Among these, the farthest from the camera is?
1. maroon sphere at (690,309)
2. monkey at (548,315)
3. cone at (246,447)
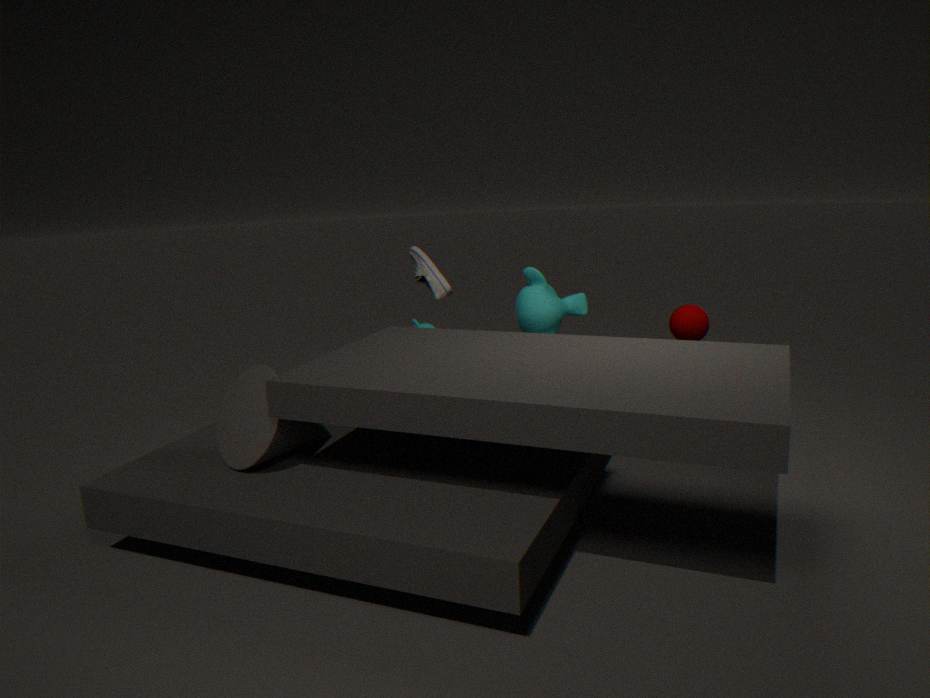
monkey at (548,315)
